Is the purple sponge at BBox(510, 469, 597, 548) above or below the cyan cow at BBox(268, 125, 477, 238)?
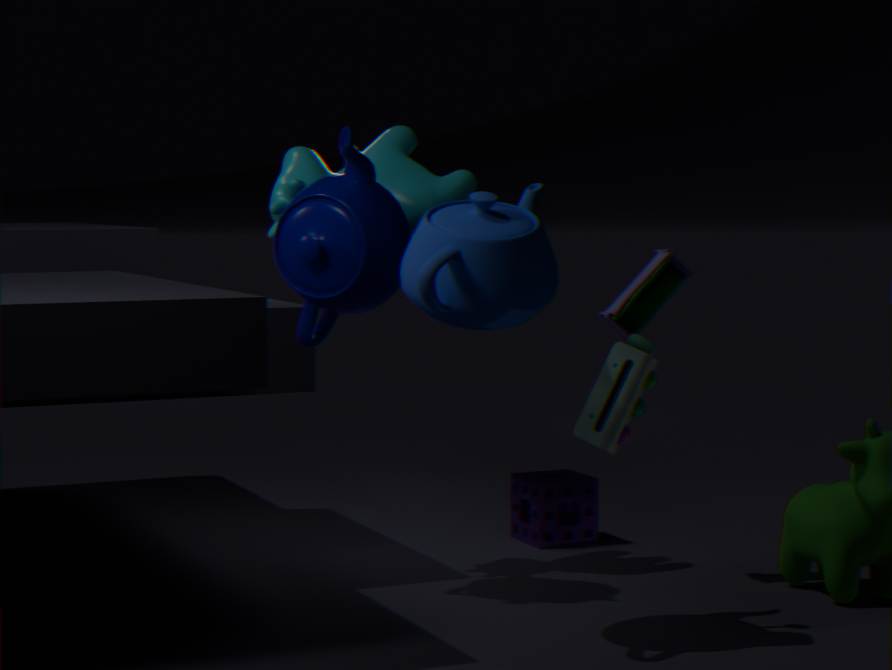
below
